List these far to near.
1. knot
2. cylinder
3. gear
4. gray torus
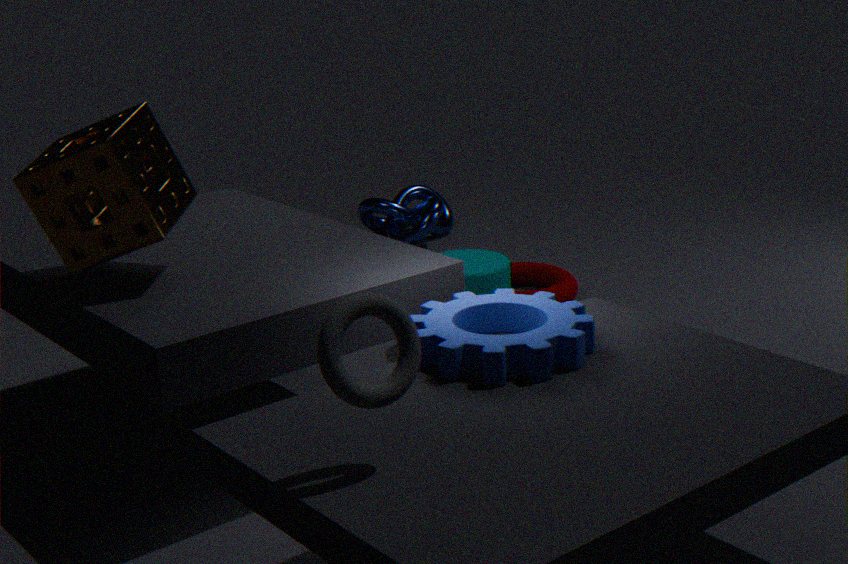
knot, cylinder, gear, gray torus
